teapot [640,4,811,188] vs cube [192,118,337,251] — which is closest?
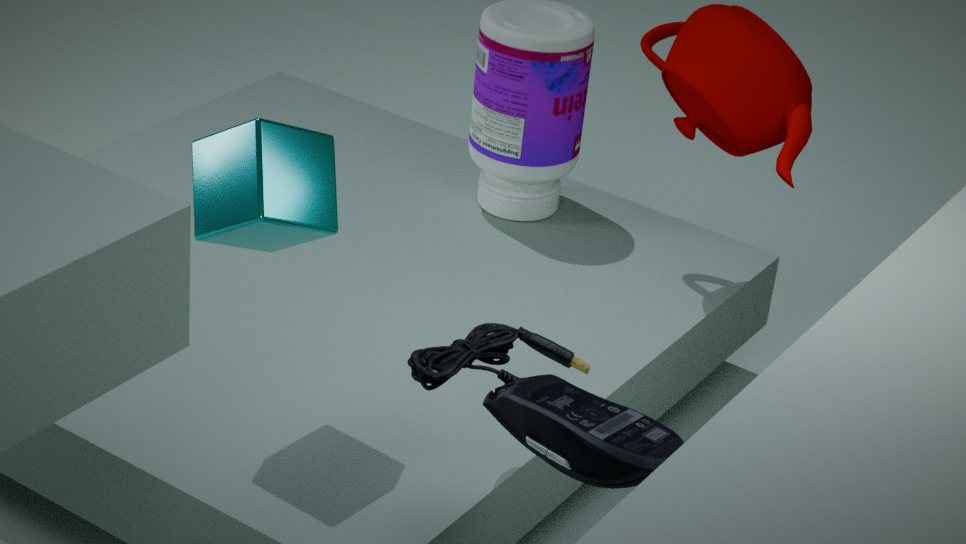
cube [192,118,337,251]
